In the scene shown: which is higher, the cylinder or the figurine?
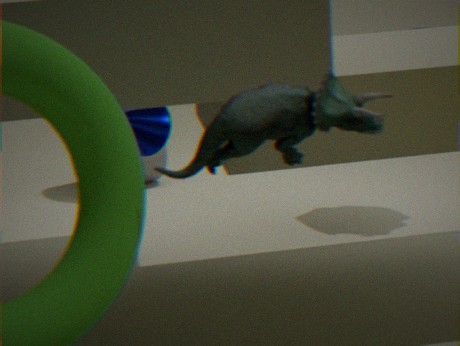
the figurine
